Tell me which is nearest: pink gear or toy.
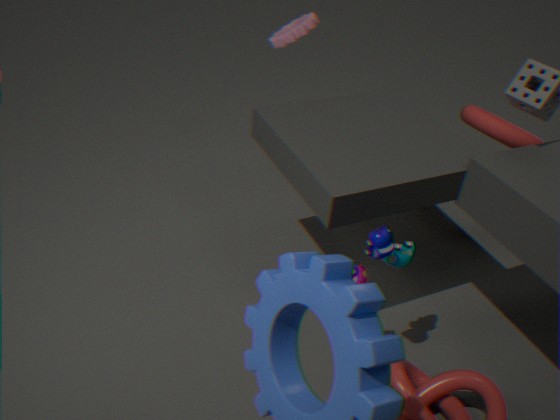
toy
